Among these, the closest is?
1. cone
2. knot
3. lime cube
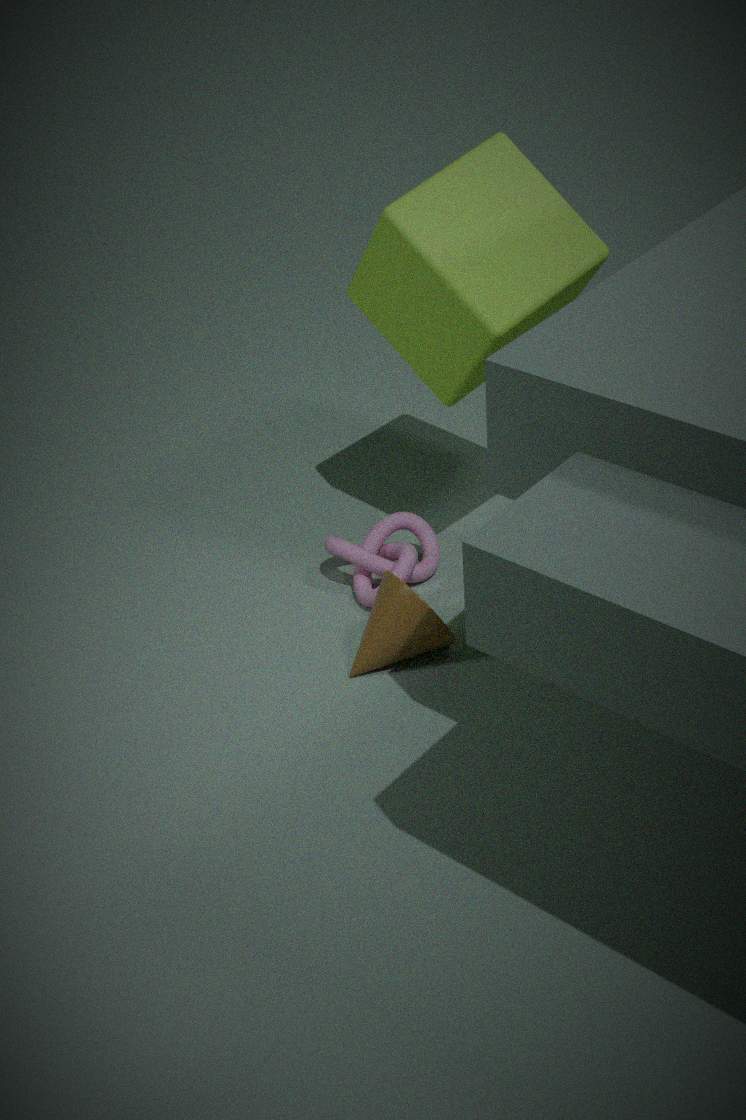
lime cube
